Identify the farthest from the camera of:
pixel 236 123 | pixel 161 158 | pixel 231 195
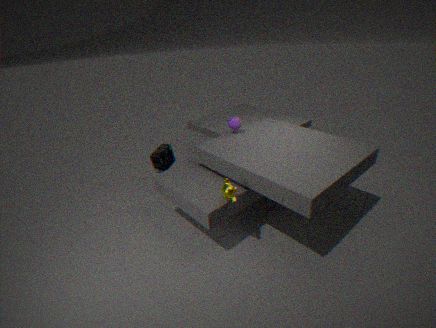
pixel 161 158
